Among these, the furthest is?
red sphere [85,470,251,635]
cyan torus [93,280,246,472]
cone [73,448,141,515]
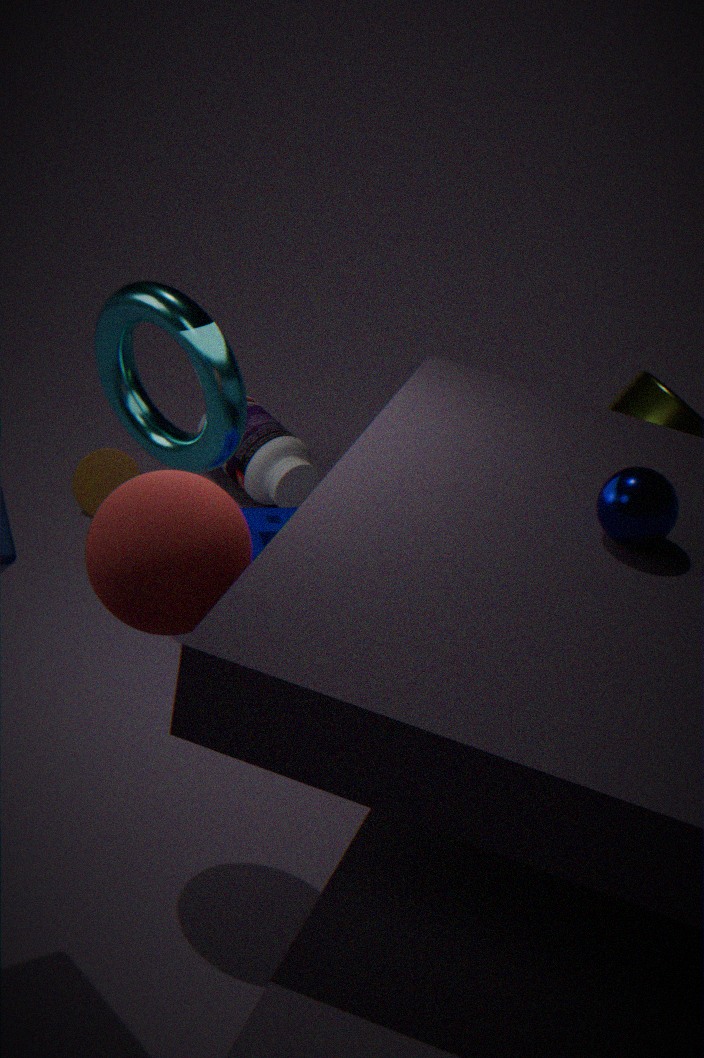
cone [73,448,141,515]
